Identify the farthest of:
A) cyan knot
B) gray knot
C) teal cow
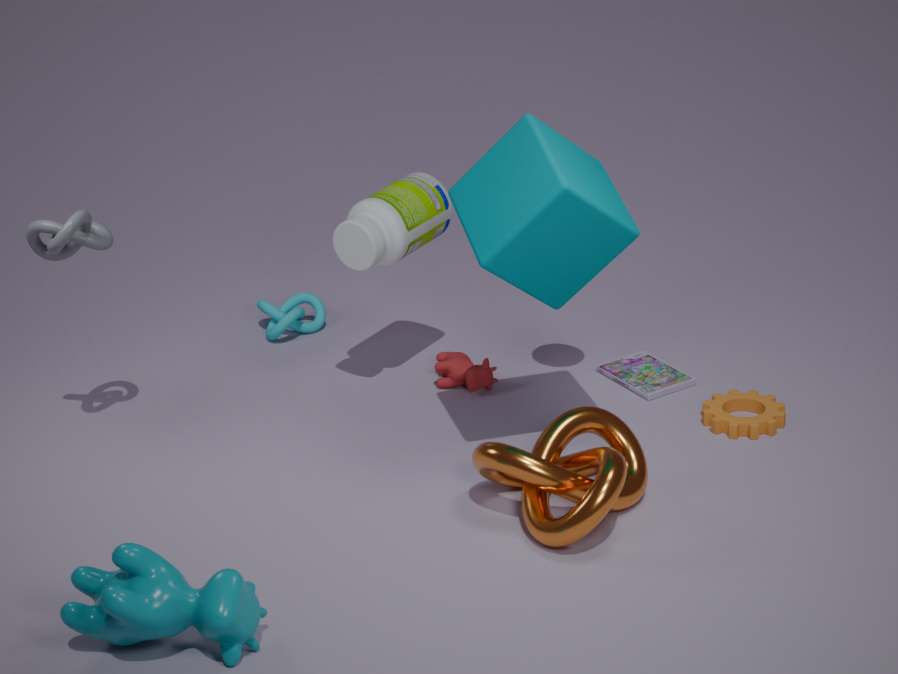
cyan knot
